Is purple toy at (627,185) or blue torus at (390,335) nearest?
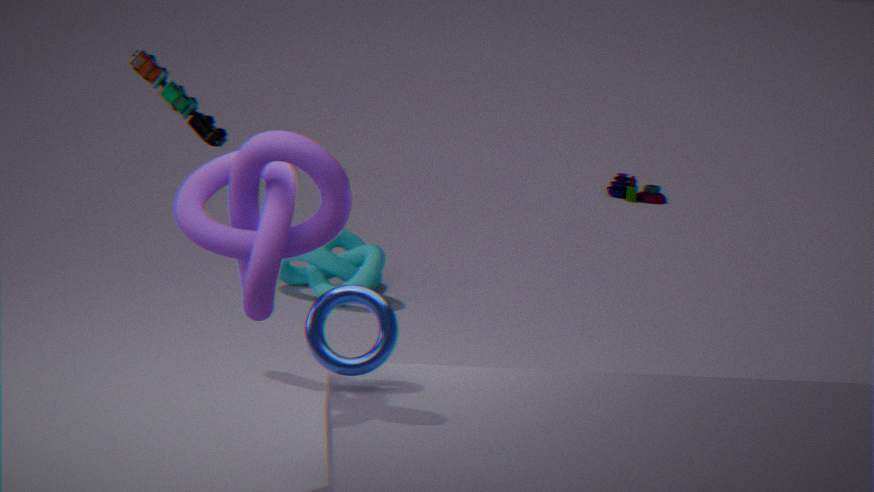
blue torus at (390,335)
